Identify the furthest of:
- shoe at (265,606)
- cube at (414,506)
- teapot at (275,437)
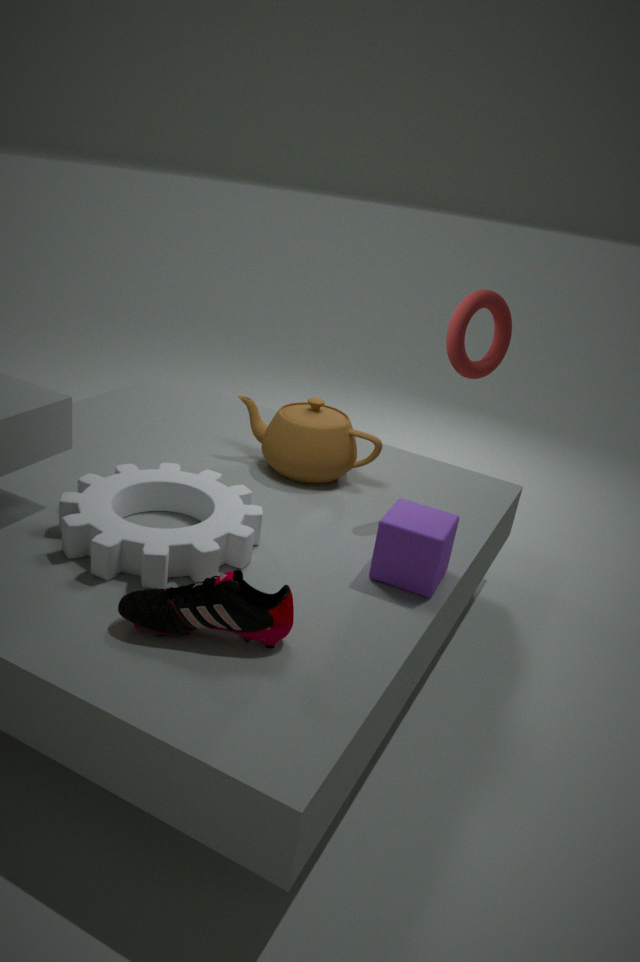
teapot at (275,437)
